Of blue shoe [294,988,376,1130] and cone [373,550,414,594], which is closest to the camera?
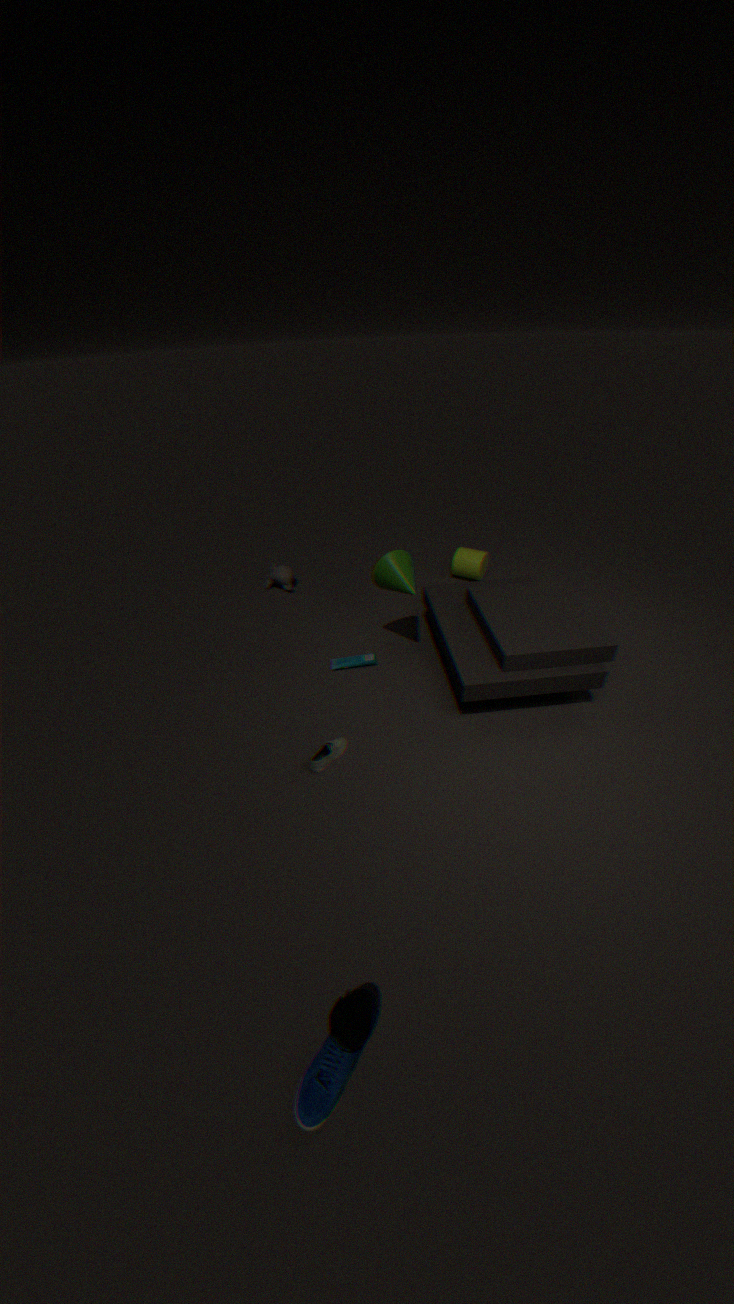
blue shoe [294,988,376,1130]
